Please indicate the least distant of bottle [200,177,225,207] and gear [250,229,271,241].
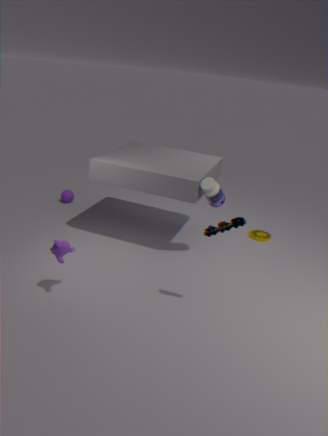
bottle [200,177,225,207]
